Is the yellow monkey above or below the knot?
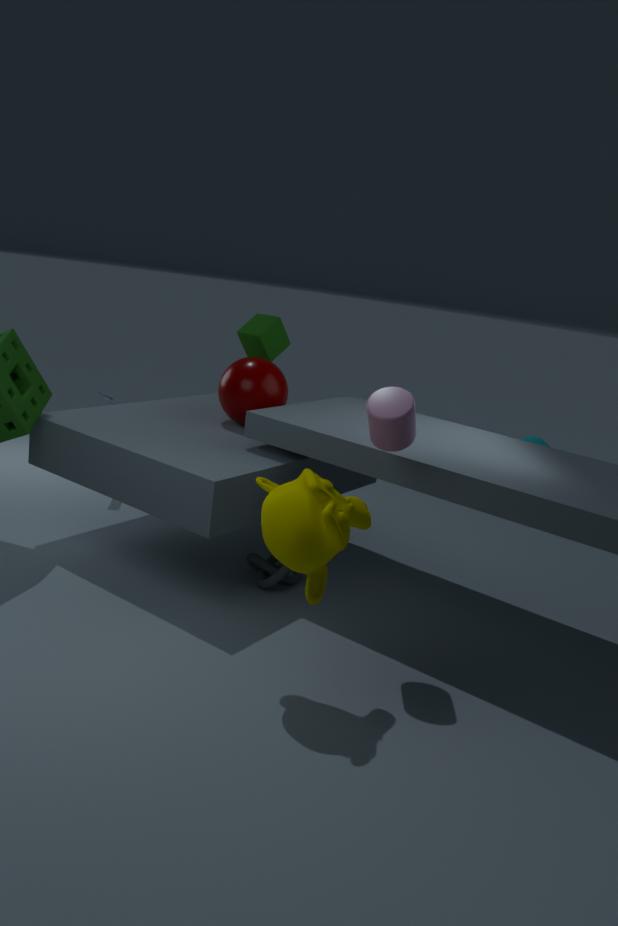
above
